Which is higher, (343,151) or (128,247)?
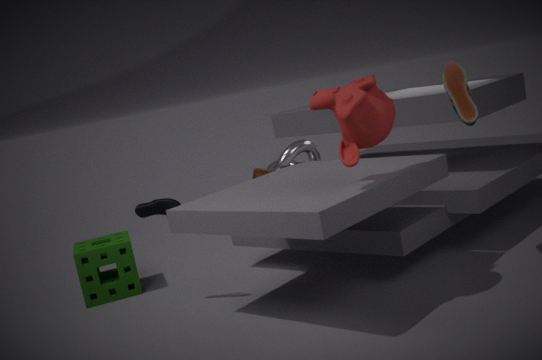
(343,151)
